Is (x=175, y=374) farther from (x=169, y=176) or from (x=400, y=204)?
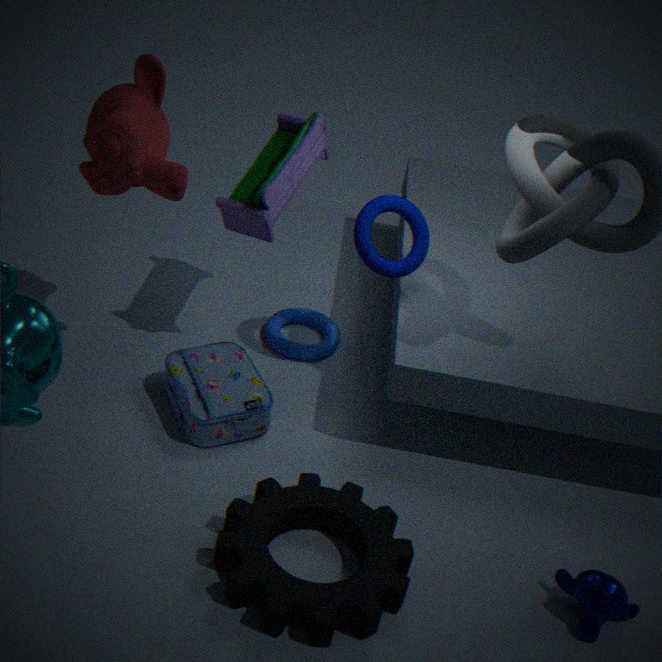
(x=169, y=176)
